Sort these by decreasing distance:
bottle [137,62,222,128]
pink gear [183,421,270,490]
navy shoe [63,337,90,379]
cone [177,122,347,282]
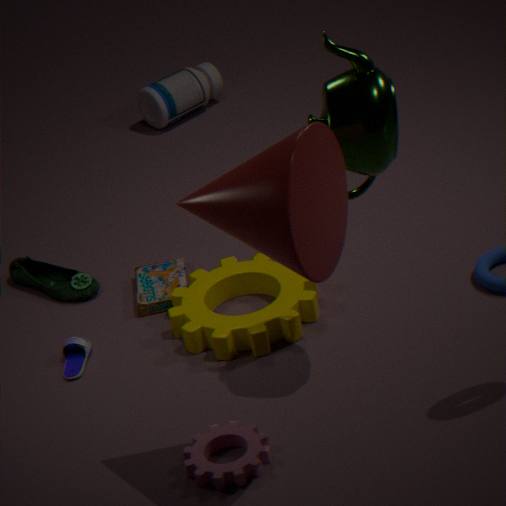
bottle [137,62,222,128], navy shoe [63,337,90,379], pink gear [183,421,270,490], cone [177,122,347,282]
